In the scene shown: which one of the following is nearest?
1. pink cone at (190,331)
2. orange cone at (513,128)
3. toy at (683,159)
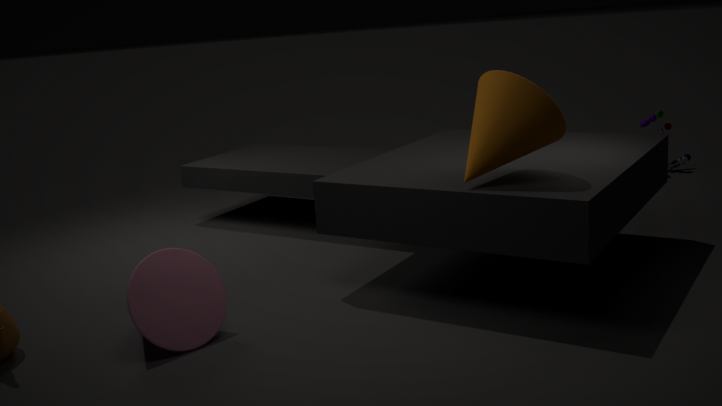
pink cone at (190,331)
